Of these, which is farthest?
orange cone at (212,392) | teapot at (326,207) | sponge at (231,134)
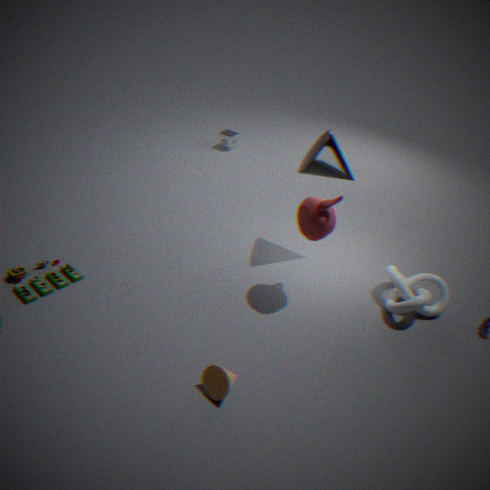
sponge at (231,134)
